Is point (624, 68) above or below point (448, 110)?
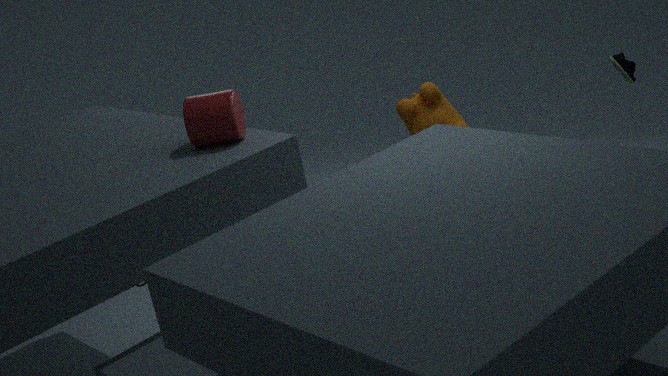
above
